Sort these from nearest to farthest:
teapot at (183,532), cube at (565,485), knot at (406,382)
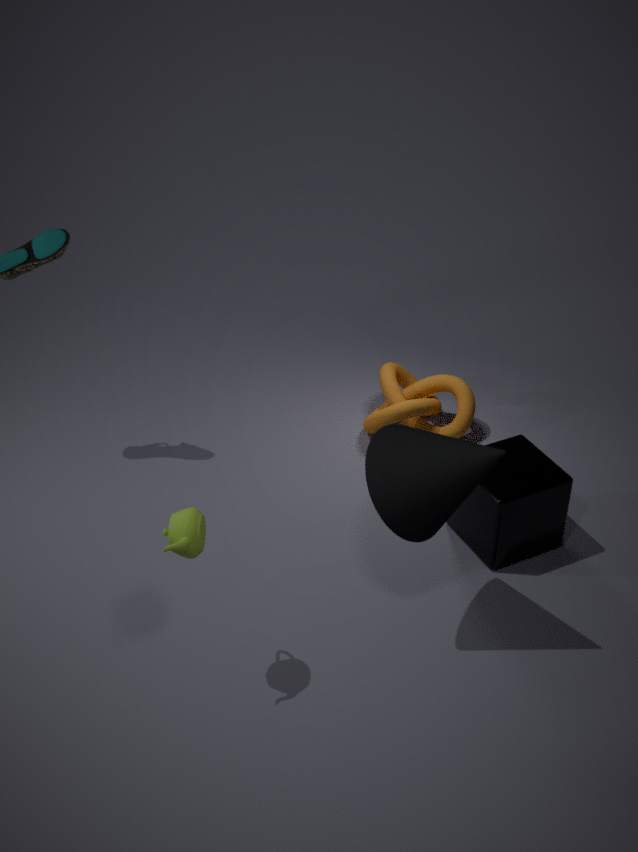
1. teapot at (183,532)
2. cube at (565,485)
3. knot at (406,382)
